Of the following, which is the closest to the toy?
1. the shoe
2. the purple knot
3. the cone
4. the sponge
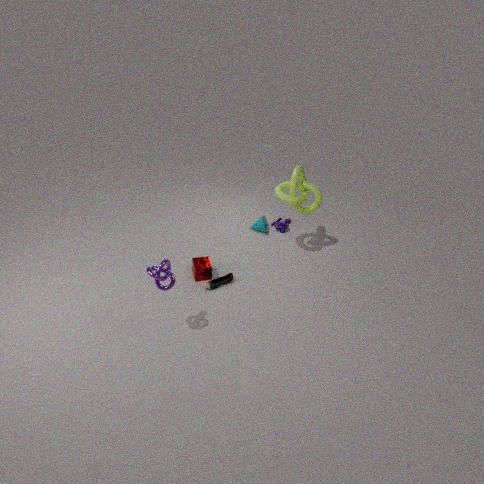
the cone
